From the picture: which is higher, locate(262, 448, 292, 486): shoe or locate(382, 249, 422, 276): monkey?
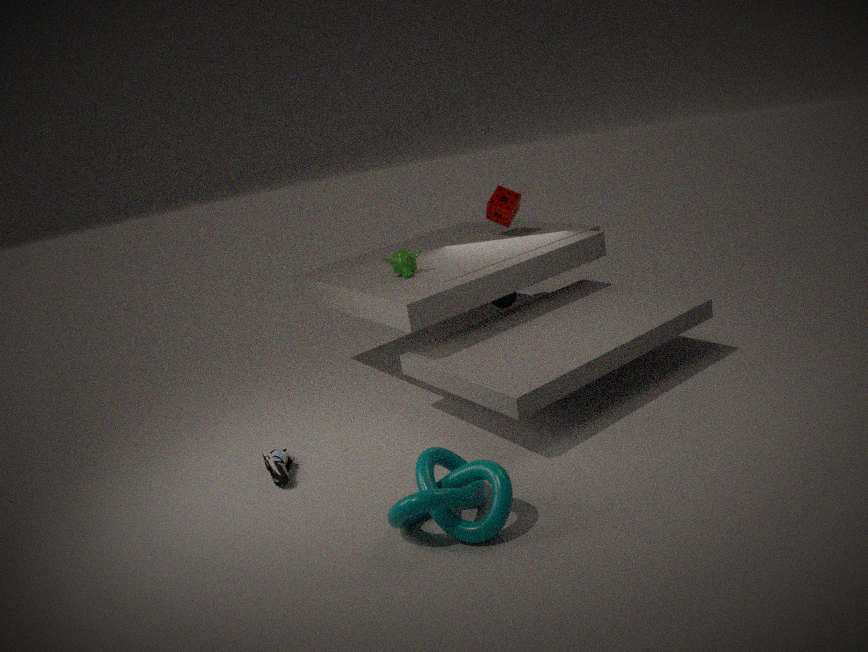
locate(382, 249, 422, 276): monkey
